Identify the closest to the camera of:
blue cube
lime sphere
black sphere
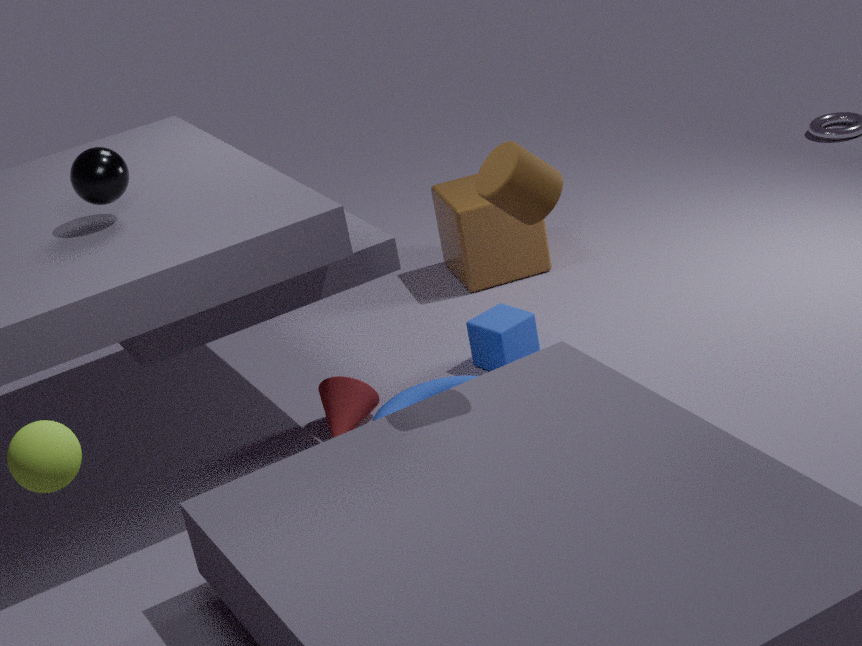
lime sphere
